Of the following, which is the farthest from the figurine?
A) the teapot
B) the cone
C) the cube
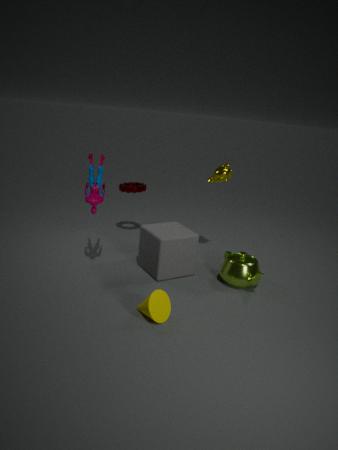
the teapot
